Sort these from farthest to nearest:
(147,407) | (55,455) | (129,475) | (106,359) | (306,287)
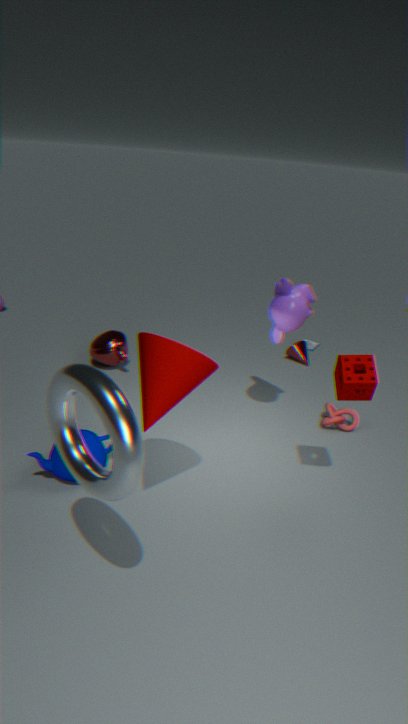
(106,359)
(306,287)
(55,455)
(147,407)
(129,475)
